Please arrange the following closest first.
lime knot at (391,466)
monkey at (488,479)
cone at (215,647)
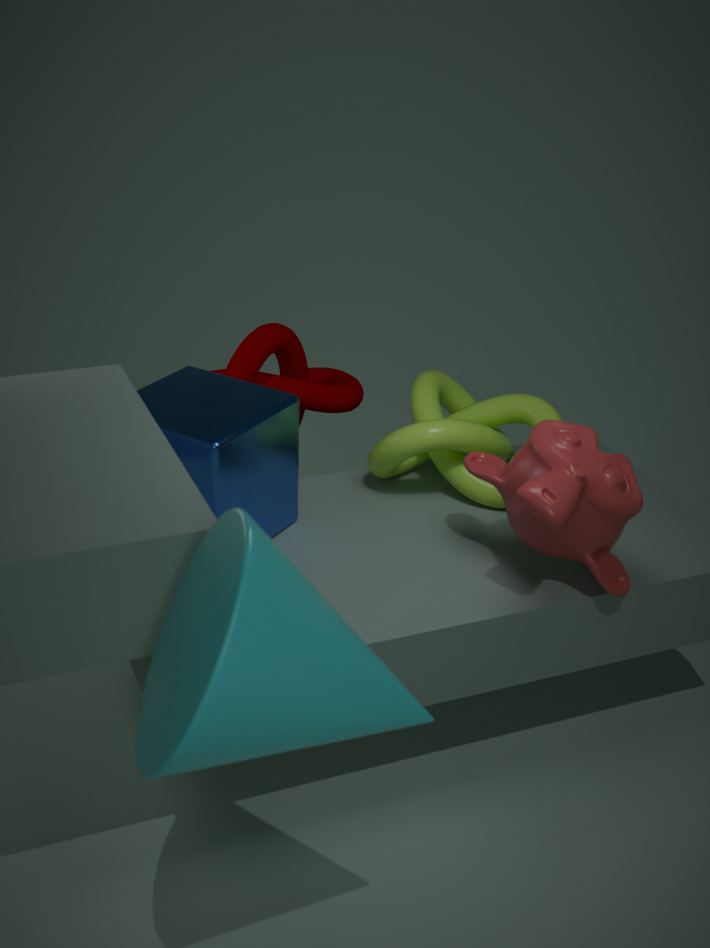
cone at (215,647)
monkey at (488,479)
lime knot at (391,466)
